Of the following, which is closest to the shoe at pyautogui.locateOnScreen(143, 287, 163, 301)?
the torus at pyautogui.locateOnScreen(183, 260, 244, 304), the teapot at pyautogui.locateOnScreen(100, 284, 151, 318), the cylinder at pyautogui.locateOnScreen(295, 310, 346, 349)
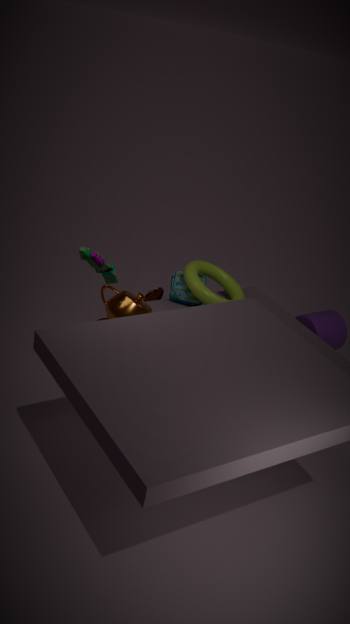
the torus at pyautogui.locateOnScreen(183, 260, 244, 304)
